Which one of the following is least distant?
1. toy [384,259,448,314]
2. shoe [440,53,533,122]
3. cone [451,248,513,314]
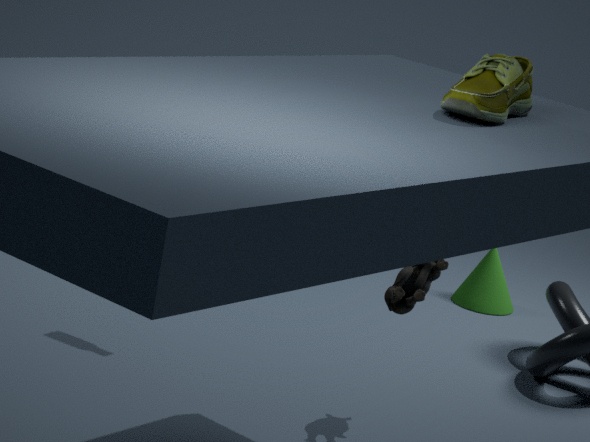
shoe [440,53,533,122]
